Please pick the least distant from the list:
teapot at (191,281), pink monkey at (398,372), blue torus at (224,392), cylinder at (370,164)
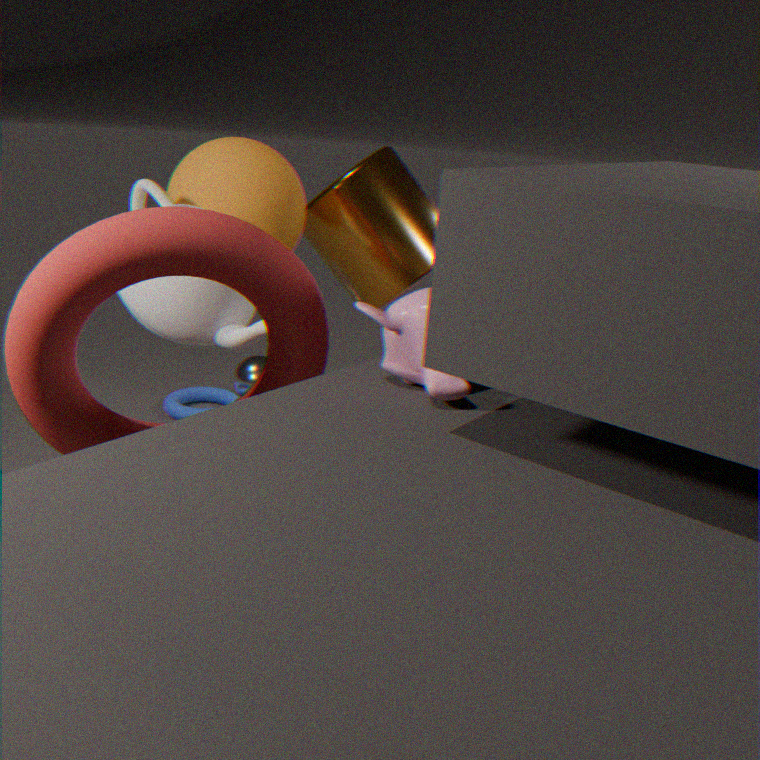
pink monkey at (398,372)
